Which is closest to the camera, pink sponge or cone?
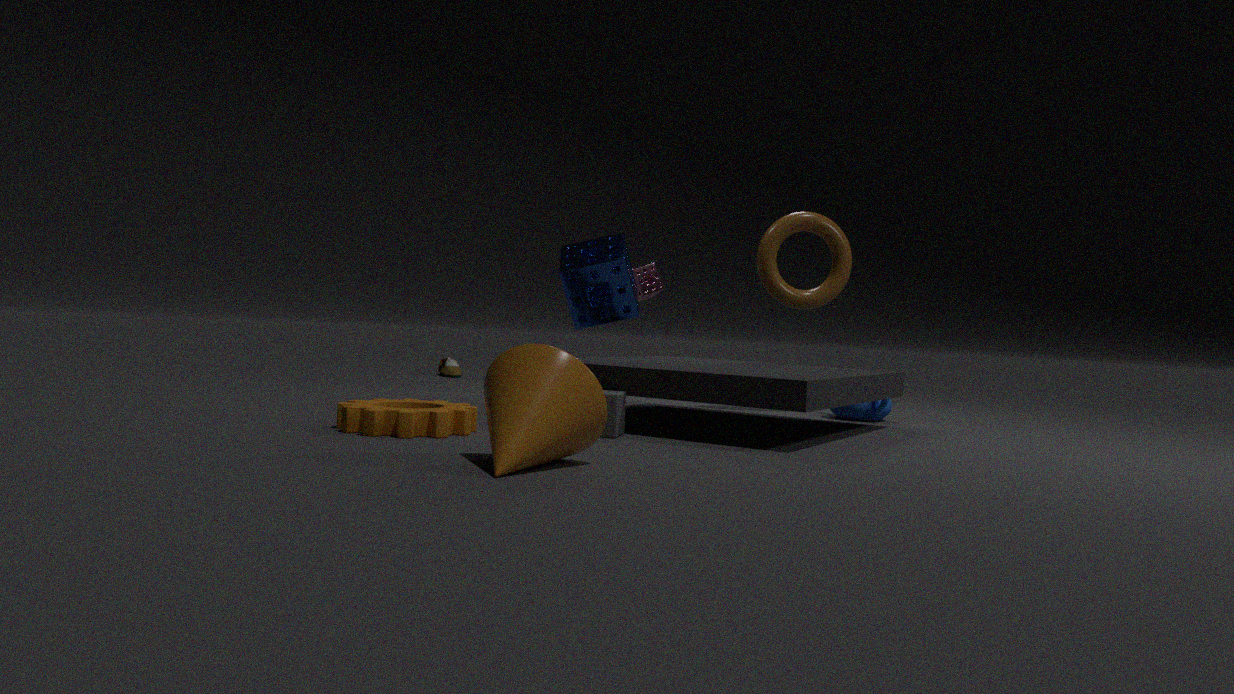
cone
